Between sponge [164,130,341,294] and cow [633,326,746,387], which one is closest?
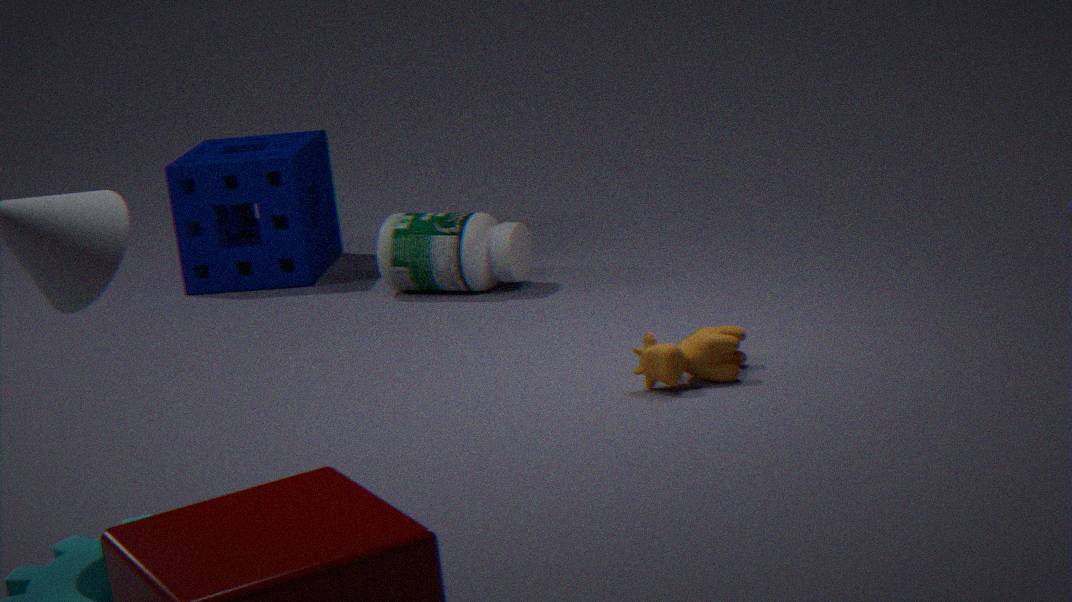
cow [633,326,746,387]
